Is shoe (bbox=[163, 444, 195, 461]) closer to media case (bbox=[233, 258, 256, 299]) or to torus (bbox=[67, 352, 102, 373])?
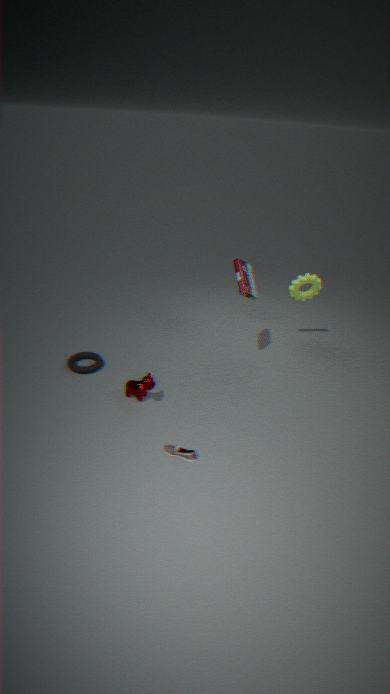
torus (bbox=[67, 352, 102, 373])
